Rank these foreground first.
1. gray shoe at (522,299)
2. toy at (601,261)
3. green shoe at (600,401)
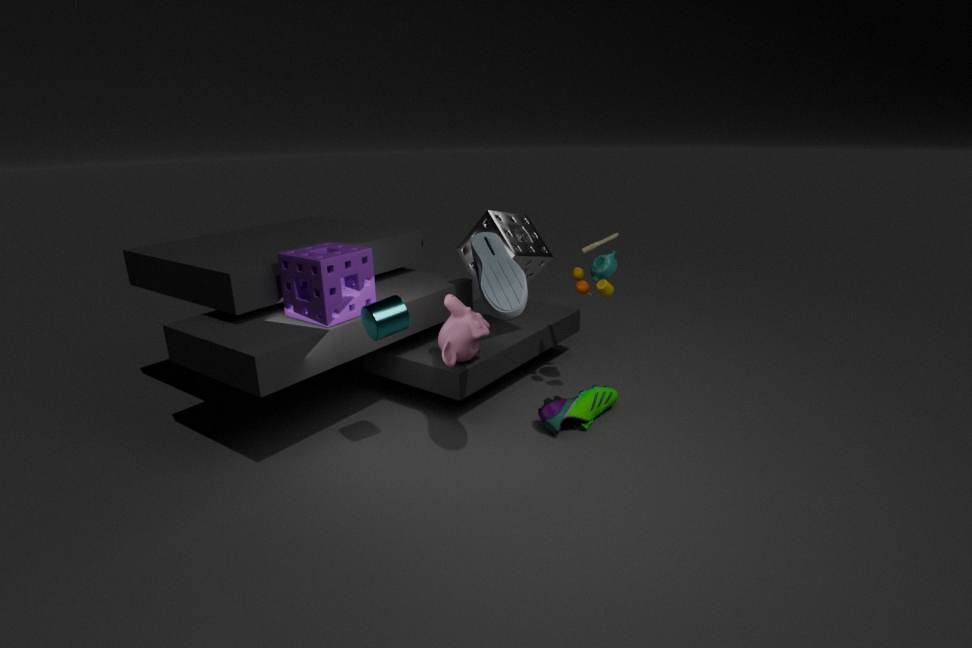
gray shoe at (522,299) → green shoe at (600,401) → toy at (601,261)
